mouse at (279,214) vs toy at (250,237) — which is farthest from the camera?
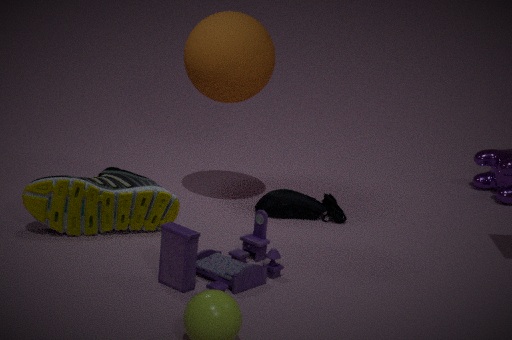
mouse at (279,214)
